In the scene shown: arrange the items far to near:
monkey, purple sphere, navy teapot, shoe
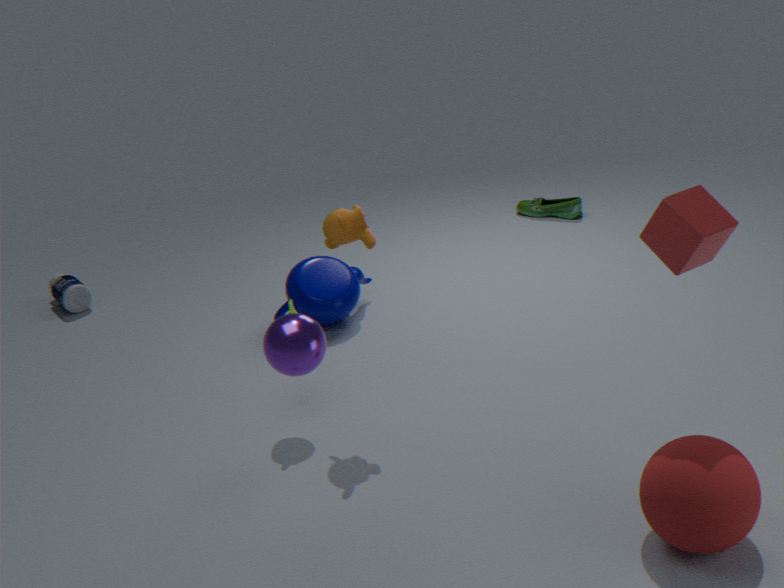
shoe, navy teapot, monkey, purple sphere
